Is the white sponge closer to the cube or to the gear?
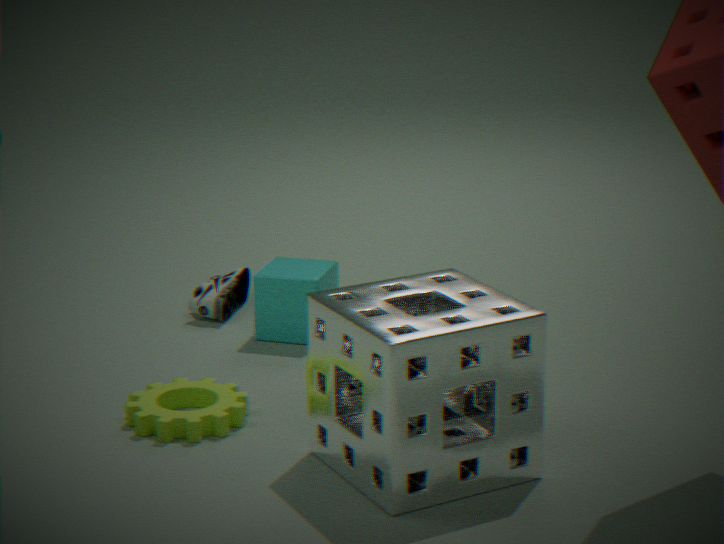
the gear
